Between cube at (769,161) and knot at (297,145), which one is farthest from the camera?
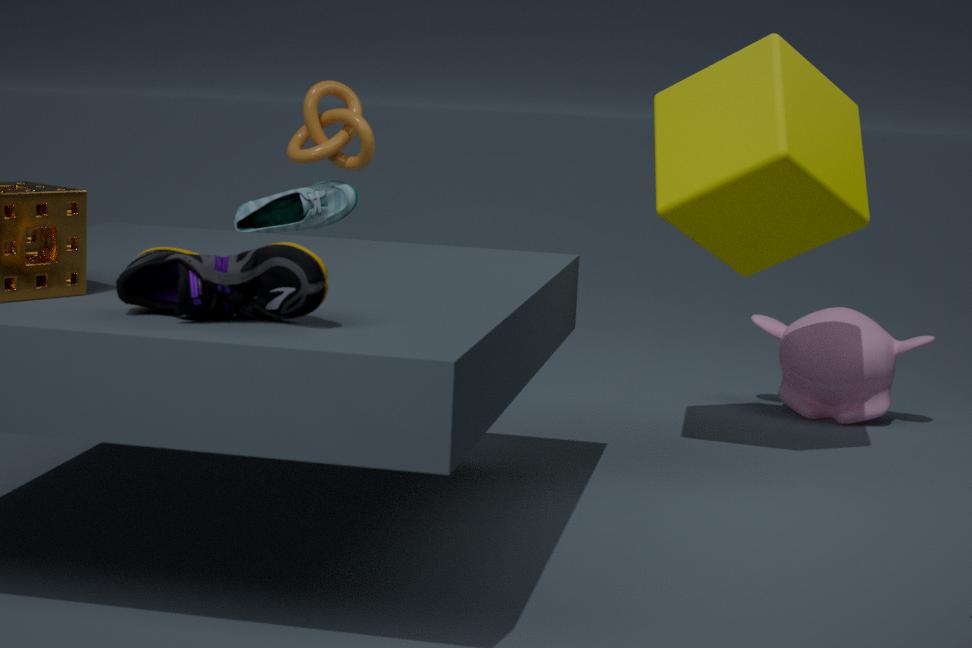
knot at (297,145)
